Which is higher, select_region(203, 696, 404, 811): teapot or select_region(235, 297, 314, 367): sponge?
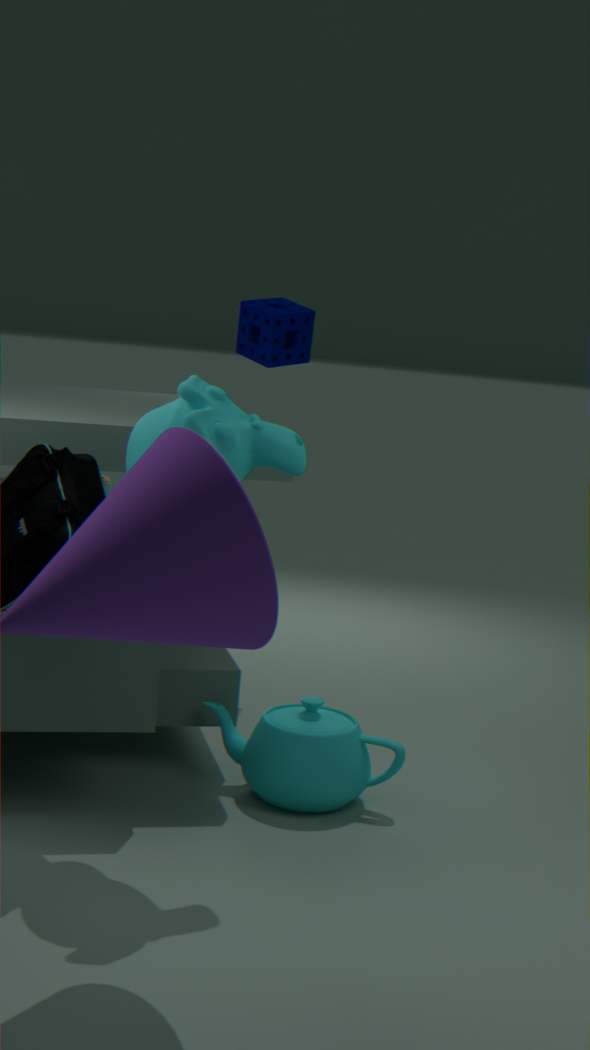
select_region(235, 297, 314, 367): sponge
